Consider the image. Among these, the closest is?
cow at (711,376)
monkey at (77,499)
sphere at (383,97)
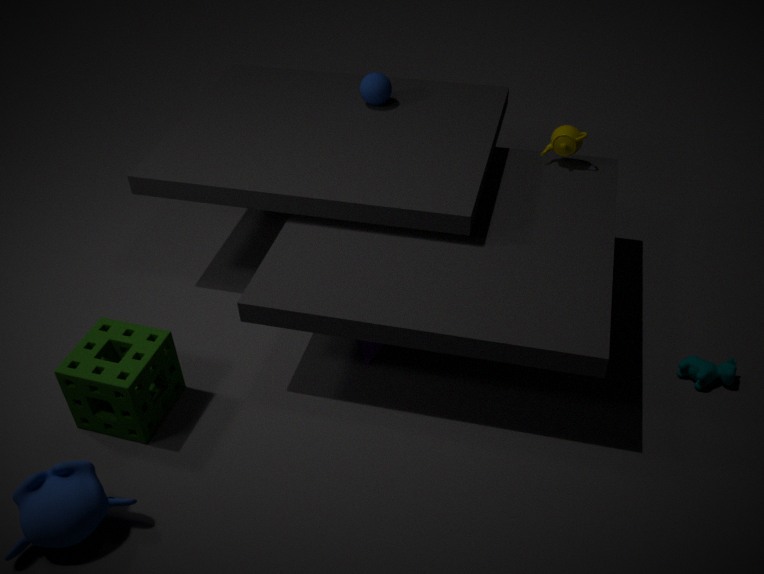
monkey at (77,499)
